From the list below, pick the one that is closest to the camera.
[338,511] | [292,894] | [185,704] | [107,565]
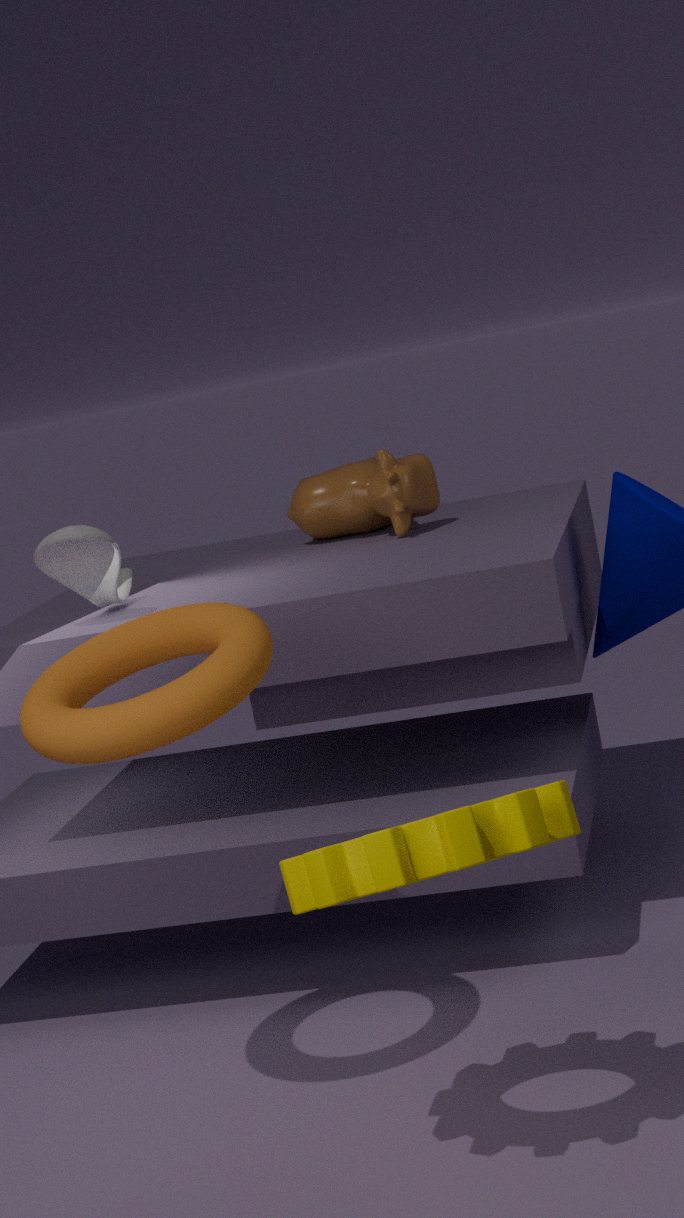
[292,894]
